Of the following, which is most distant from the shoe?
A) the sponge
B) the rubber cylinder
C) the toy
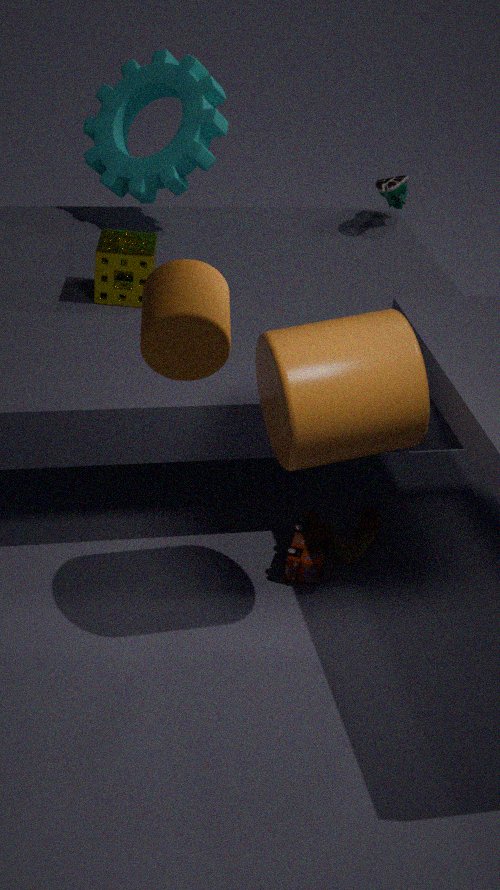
the rubber cylinder
